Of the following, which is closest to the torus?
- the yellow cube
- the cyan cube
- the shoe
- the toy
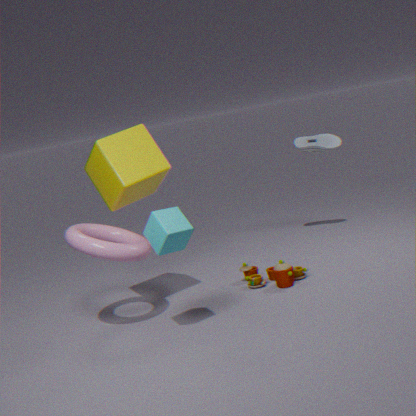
the yellow cube
